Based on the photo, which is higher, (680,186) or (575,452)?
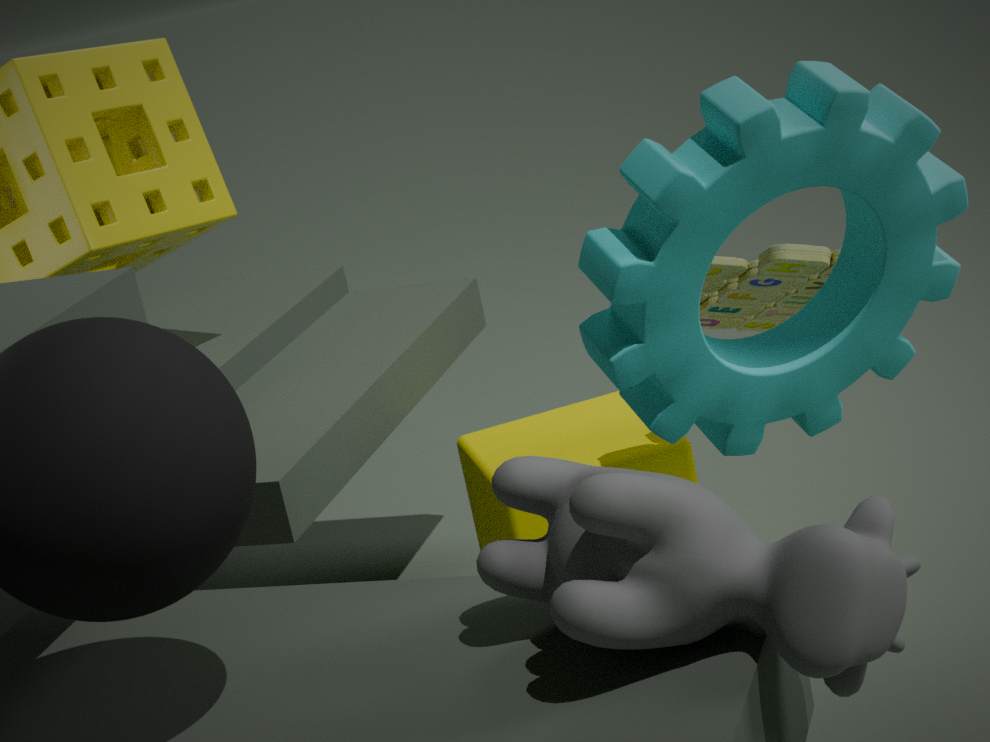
(680,186)
